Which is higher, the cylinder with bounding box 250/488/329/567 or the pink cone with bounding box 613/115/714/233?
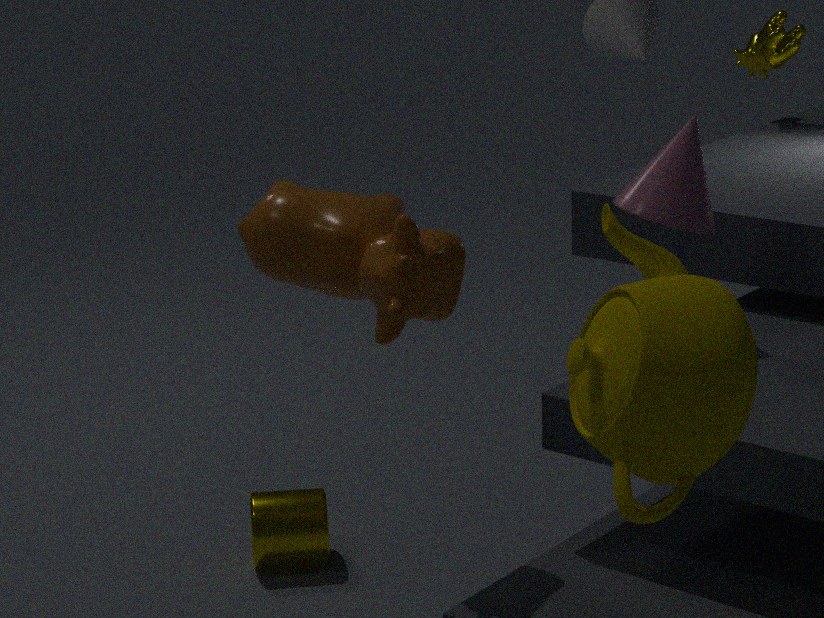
the pink cone with bounding box 613/115/714/233
